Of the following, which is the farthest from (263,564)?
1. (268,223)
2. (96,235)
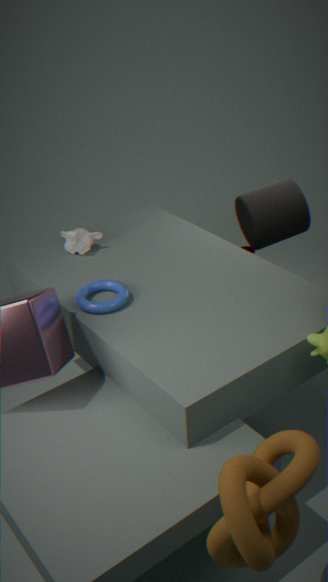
(268,223)
